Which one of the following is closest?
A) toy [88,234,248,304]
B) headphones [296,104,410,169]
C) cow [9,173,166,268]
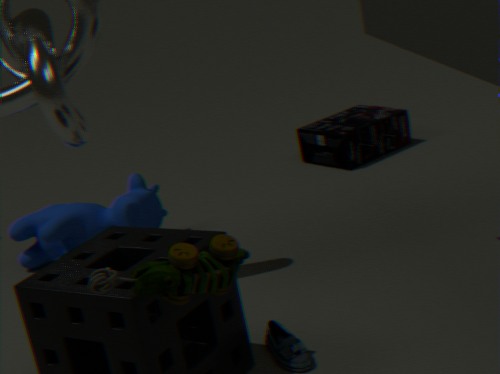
toy [88,234,248,304]
